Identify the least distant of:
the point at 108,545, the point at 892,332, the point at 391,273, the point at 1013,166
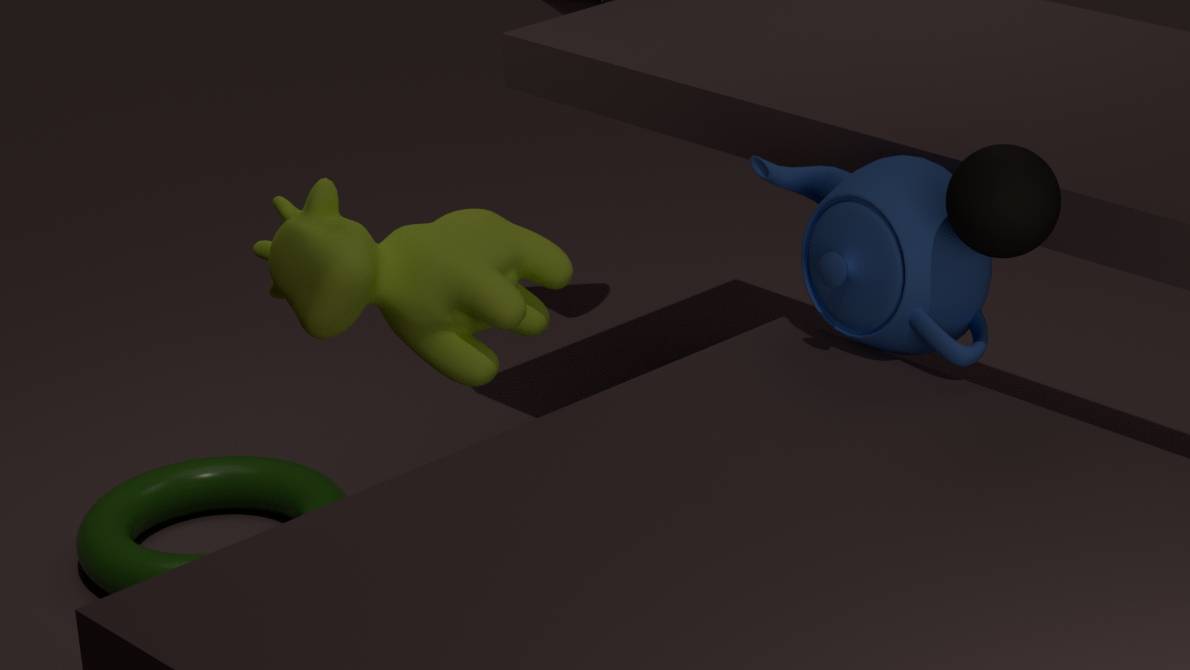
the point at 1013,166
